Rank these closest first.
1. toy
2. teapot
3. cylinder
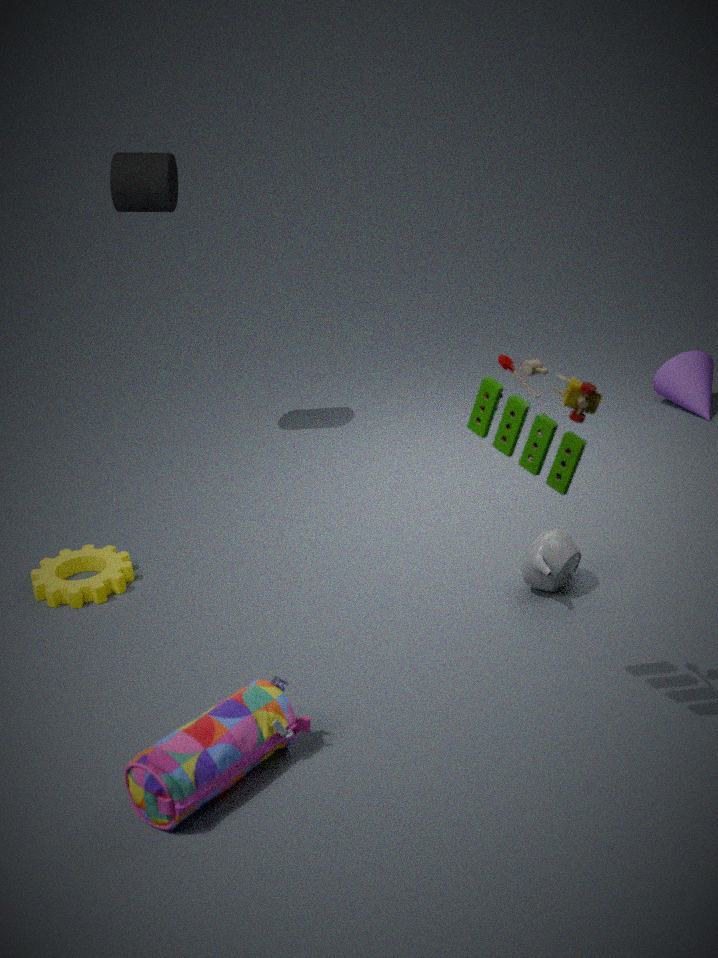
1. toy
2. teapot
3. cylinder
